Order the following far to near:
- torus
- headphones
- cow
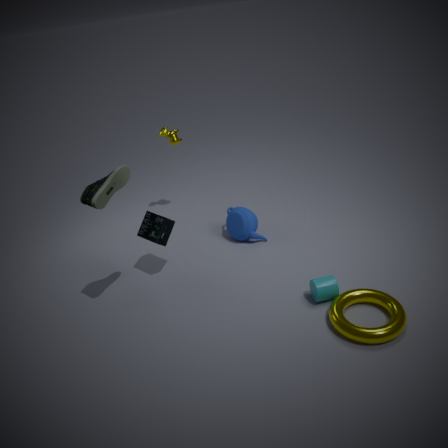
cow
headphones
torus
